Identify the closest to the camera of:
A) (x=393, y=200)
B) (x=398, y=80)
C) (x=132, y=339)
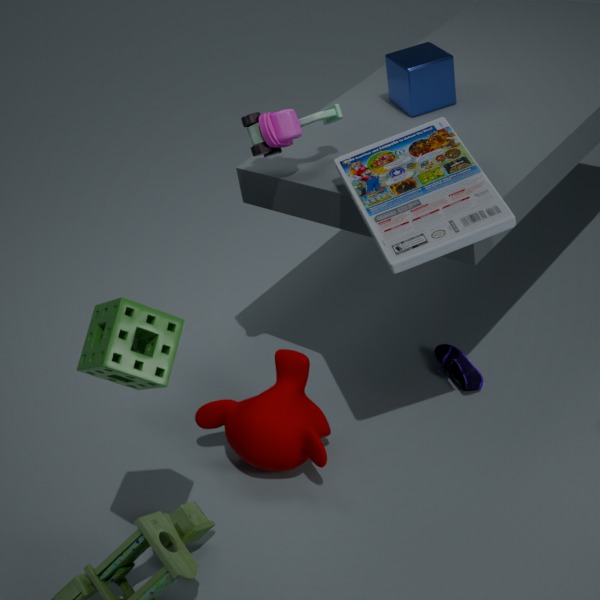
(x=132, y=339)
